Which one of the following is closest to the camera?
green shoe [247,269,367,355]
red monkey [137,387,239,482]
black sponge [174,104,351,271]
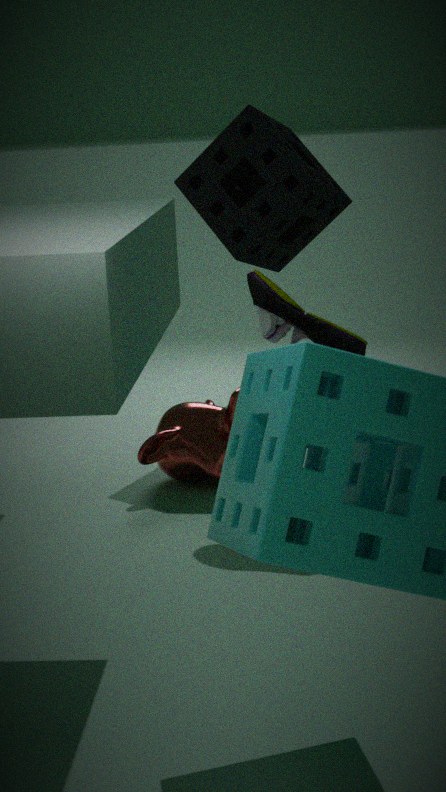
green shoe [247,269,367,355]
